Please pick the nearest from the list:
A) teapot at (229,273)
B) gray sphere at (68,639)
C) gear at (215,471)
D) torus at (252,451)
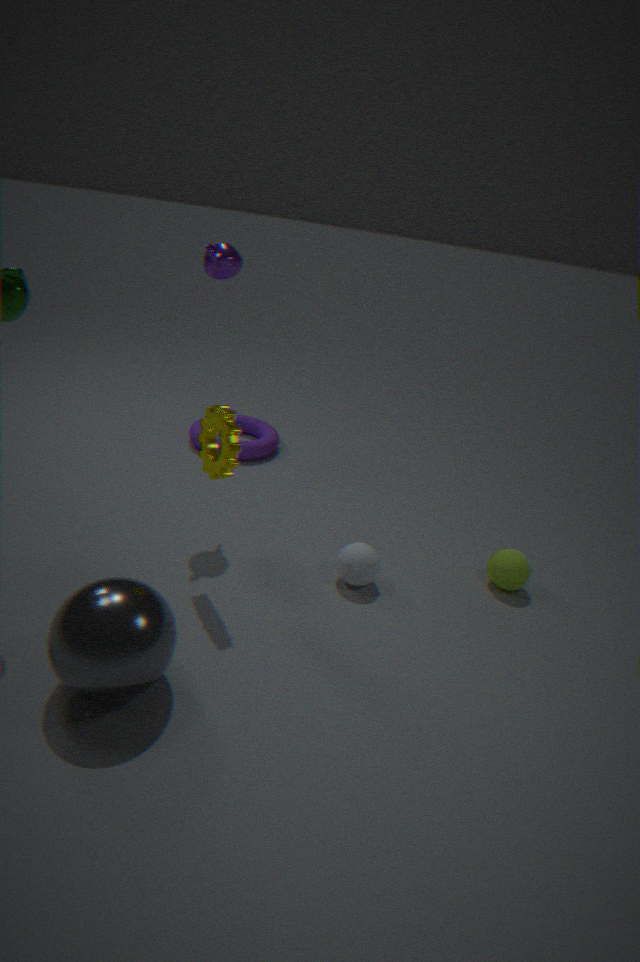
gray sphere at (68,639)
